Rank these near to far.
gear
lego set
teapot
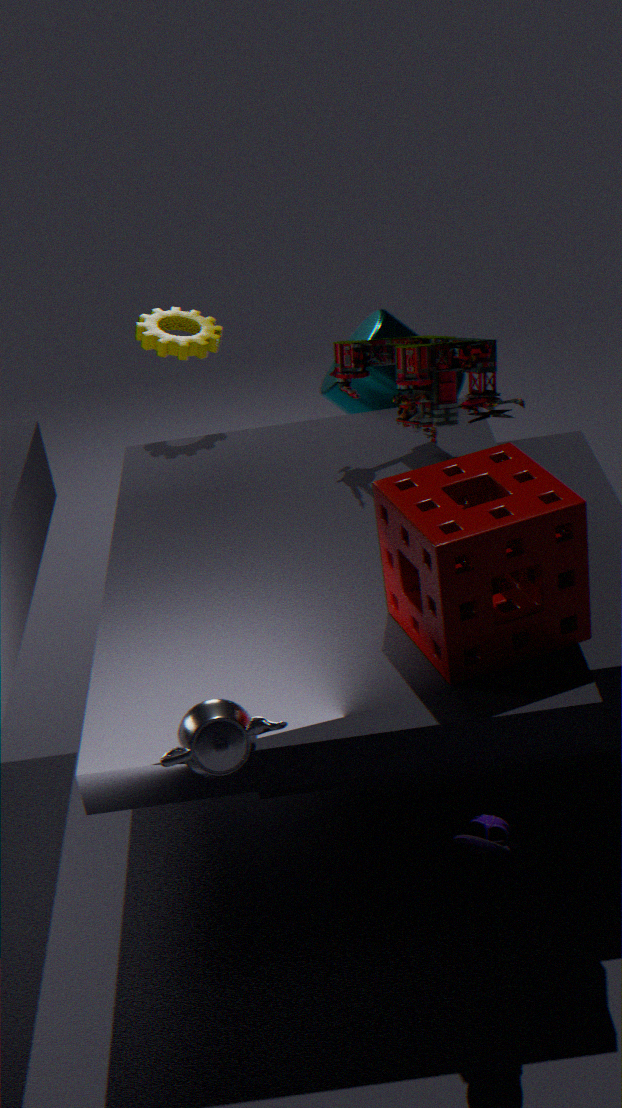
1. teapot
2. lego set
3. gear
